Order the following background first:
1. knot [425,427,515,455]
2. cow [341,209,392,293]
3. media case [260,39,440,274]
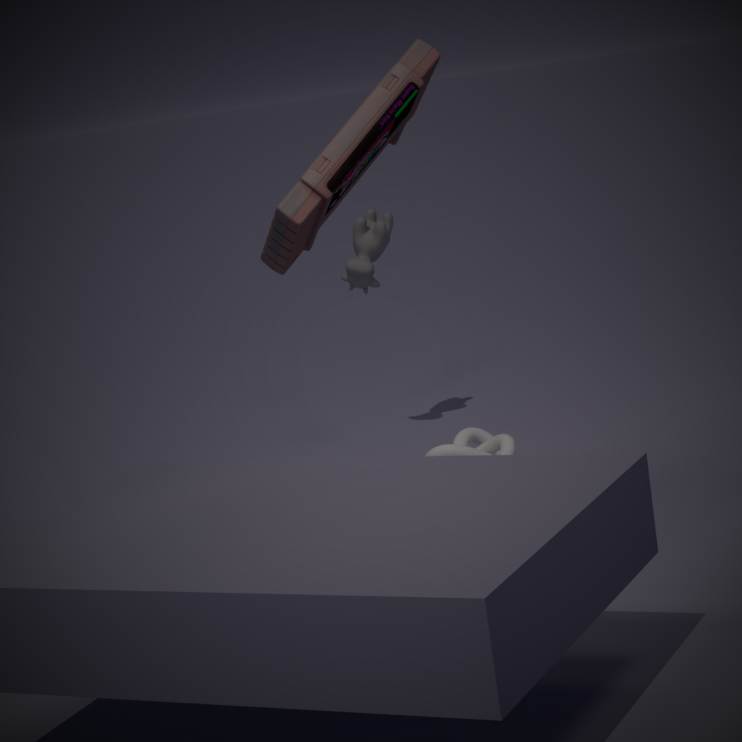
cow [341,209,392,293] → knot [425,427,515,455] → media case [260,39,440,274]
